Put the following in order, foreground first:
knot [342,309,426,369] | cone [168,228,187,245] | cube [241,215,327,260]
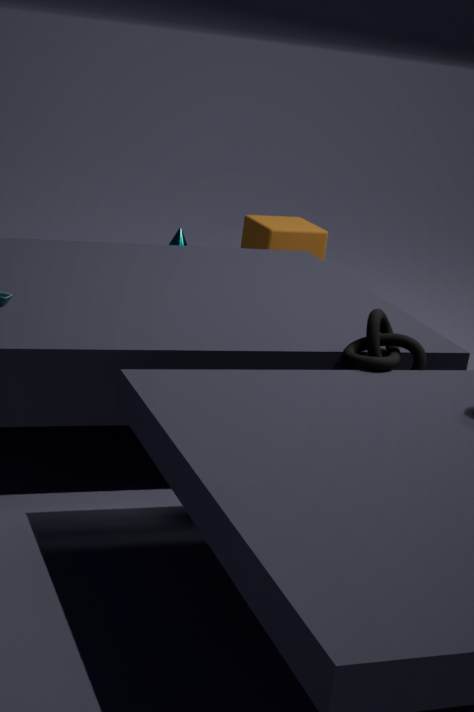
knot [342,309,426,369], cone [168,228,187,245], cube [241,215,327,260]
